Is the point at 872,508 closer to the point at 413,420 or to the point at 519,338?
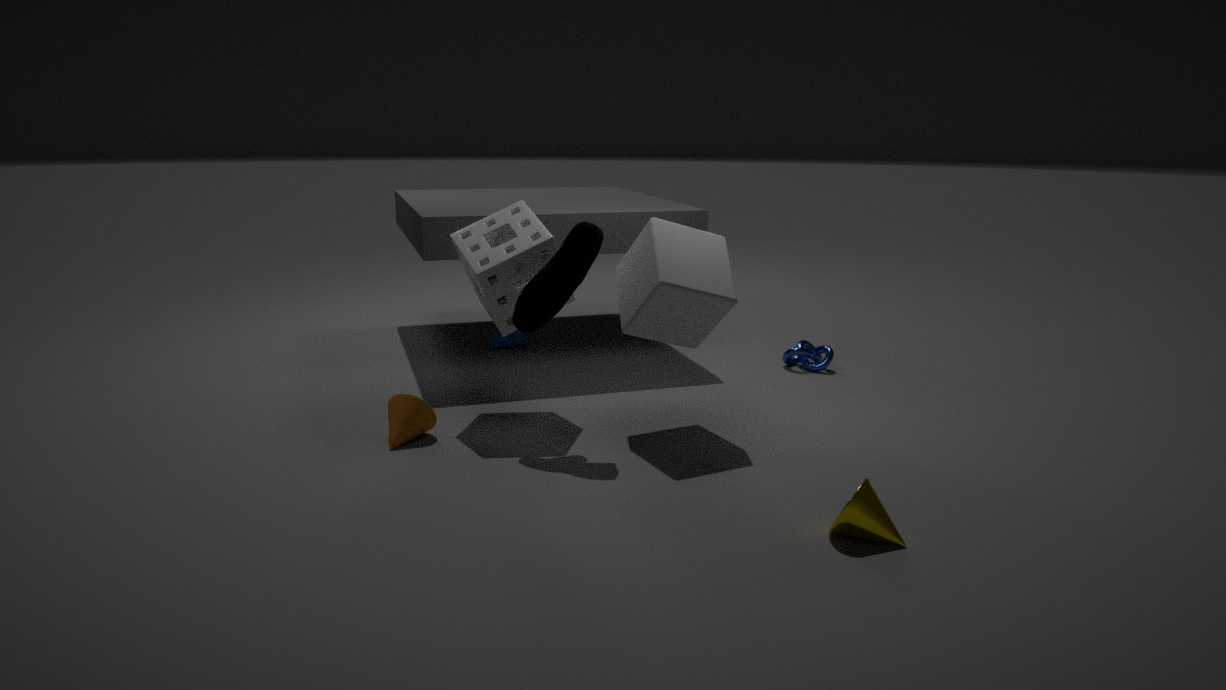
the point at 413,420
